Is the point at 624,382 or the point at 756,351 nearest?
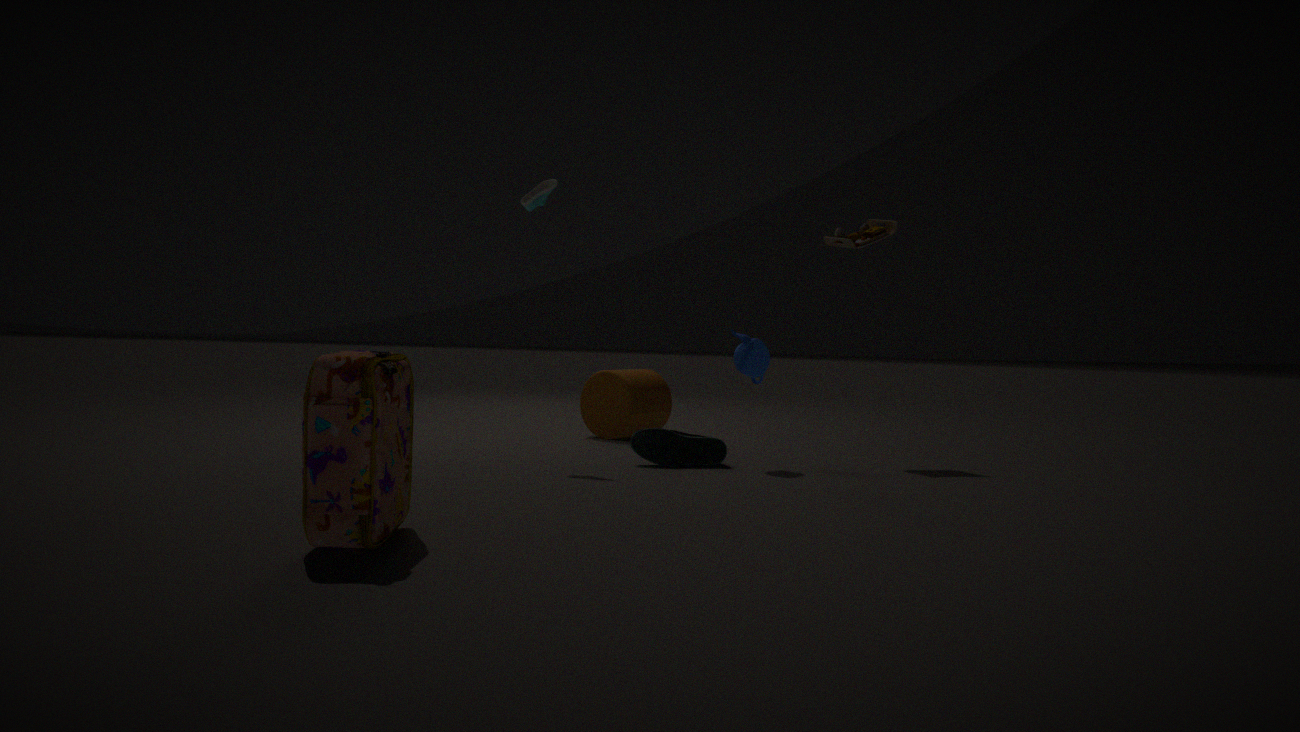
the point at 756,351
